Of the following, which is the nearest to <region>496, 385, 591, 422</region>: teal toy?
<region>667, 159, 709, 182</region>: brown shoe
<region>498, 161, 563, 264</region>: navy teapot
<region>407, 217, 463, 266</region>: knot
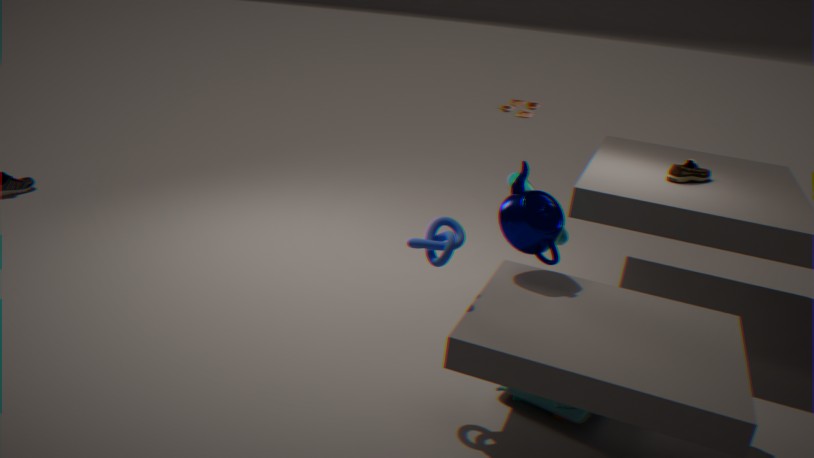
<region>498, 161, 563, 264</region>: navy teapot
